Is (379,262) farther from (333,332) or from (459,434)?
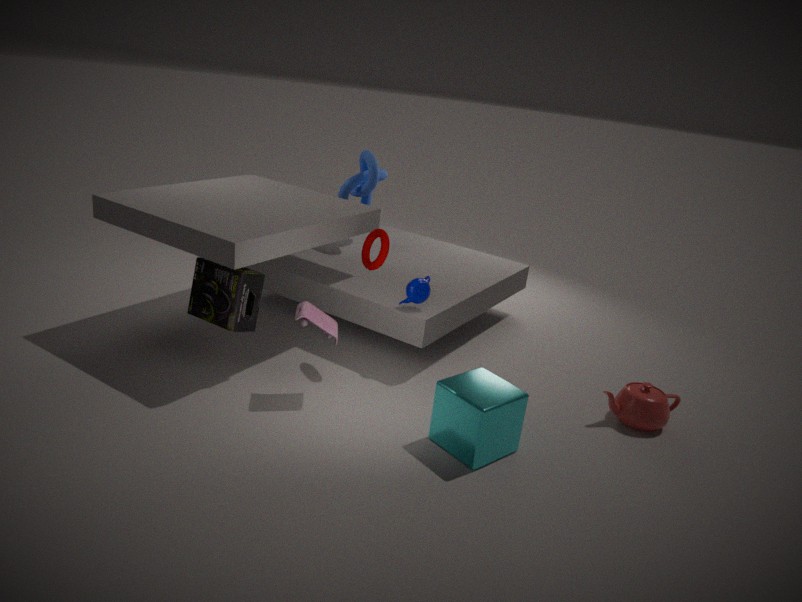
(459,434)
